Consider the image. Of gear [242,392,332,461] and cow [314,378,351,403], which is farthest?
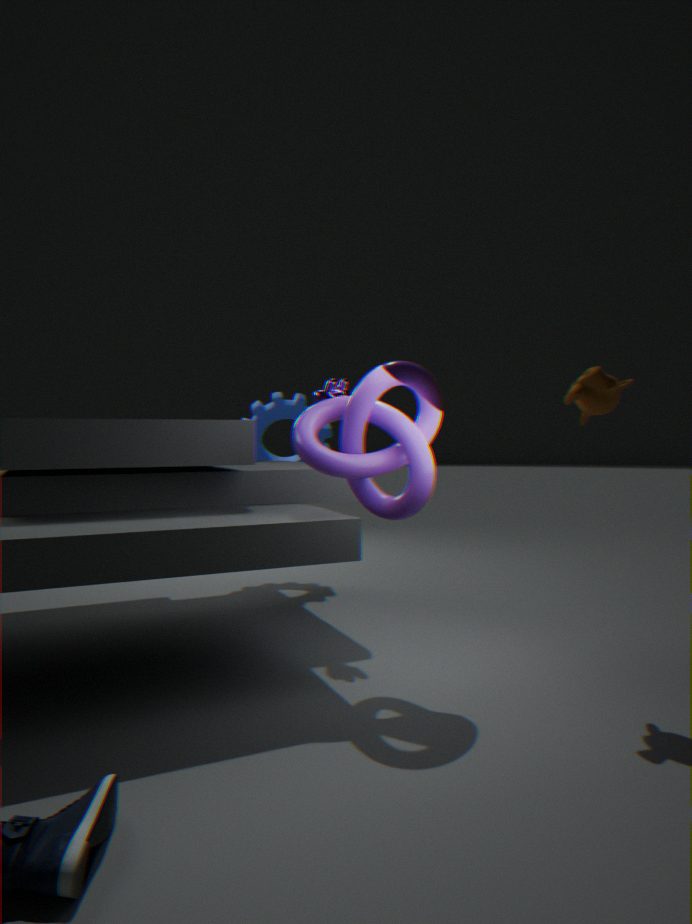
gear [242,392,332,461]
